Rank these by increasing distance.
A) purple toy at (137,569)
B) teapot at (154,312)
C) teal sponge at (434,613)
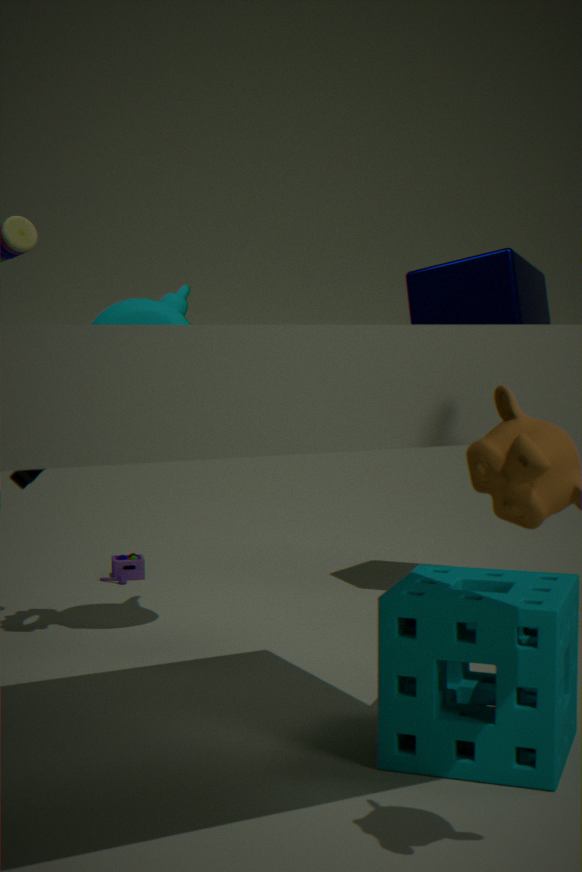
teal sponge at (434,613) < teapot at (154,312) < purple toy at (137,569)
